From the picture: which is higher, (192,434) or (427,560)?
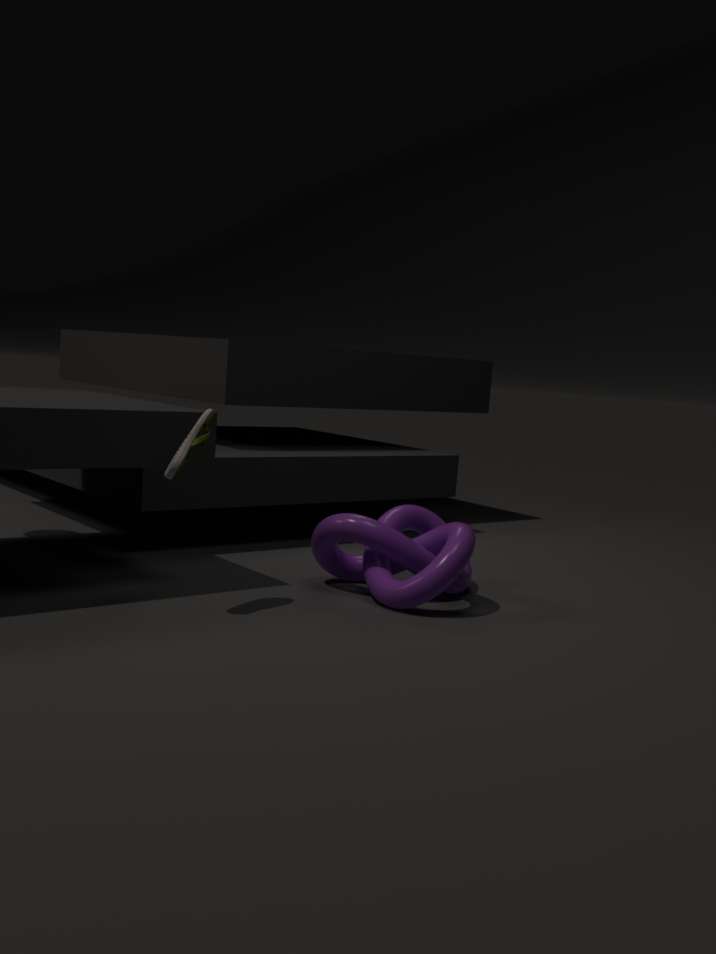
(192,434)
